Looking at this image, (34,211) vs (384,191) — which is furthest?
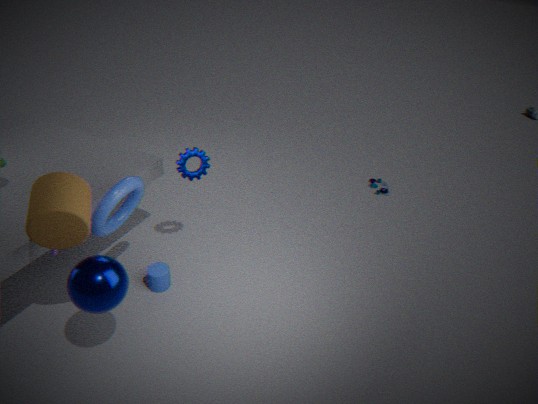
(384,191)
